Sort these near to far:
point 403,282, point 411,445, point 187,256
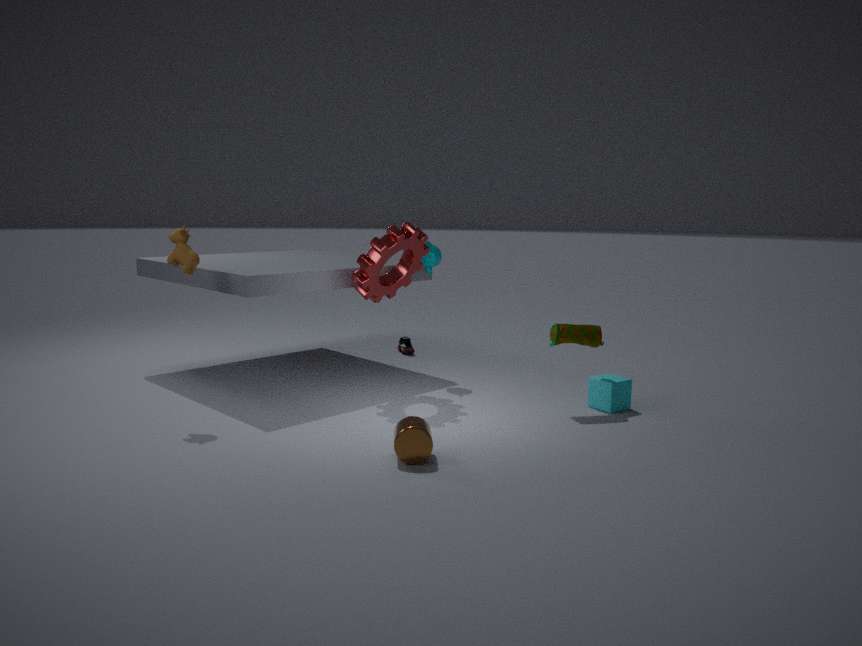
1. point 411,445
2. point 187,256
3. point 403,282
